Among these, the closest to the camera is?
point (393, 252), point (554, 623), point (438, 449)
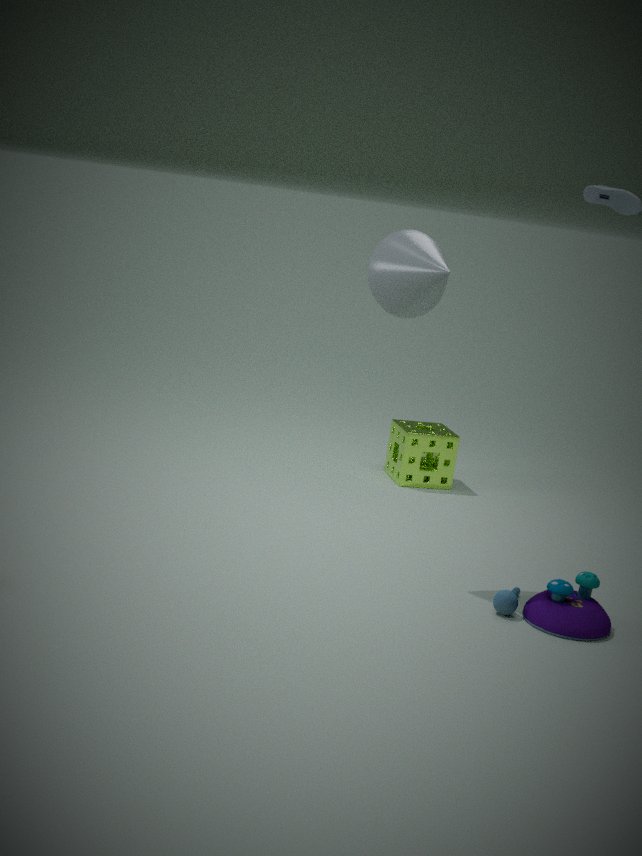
point (554, 623)
